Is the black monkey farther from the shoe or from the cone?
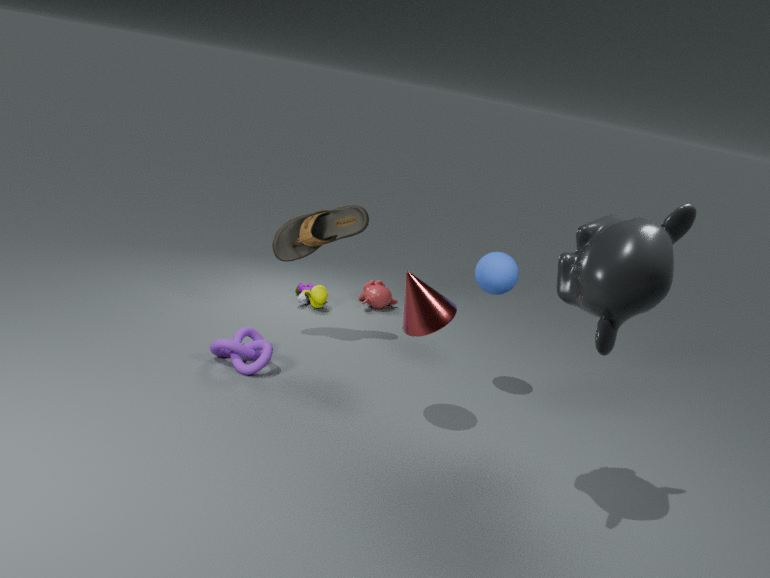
the shoe
